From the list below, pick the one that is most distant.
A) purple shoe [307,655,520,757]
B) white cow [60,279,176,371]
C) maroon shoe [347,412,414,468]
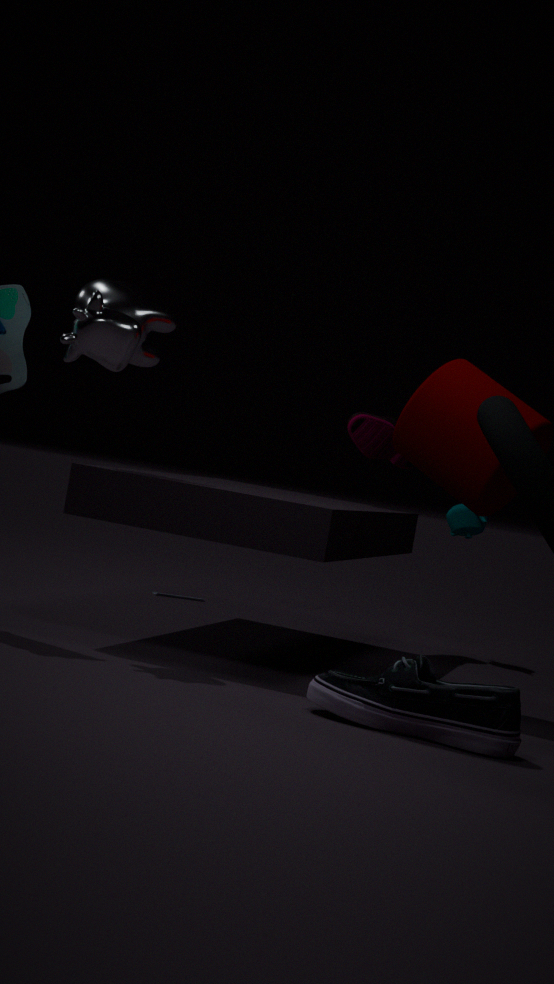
C. maroon shoe [347,412,414,468]
